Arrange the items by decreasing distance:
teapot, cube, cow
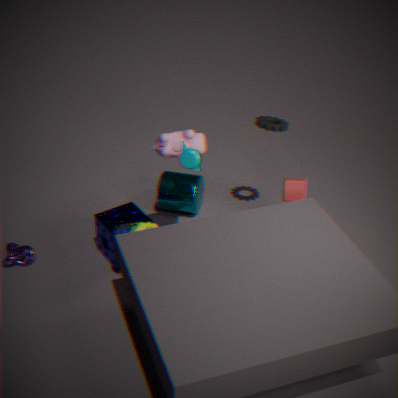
cube < cow < teapot
